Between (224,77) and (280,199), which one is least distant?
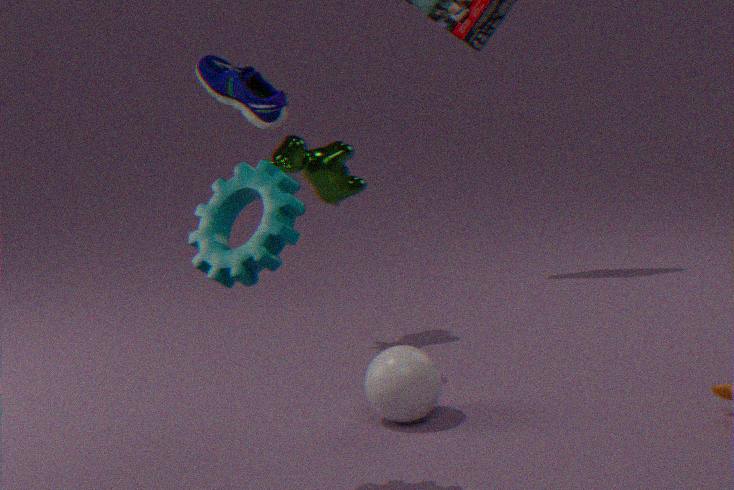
(280,199)
